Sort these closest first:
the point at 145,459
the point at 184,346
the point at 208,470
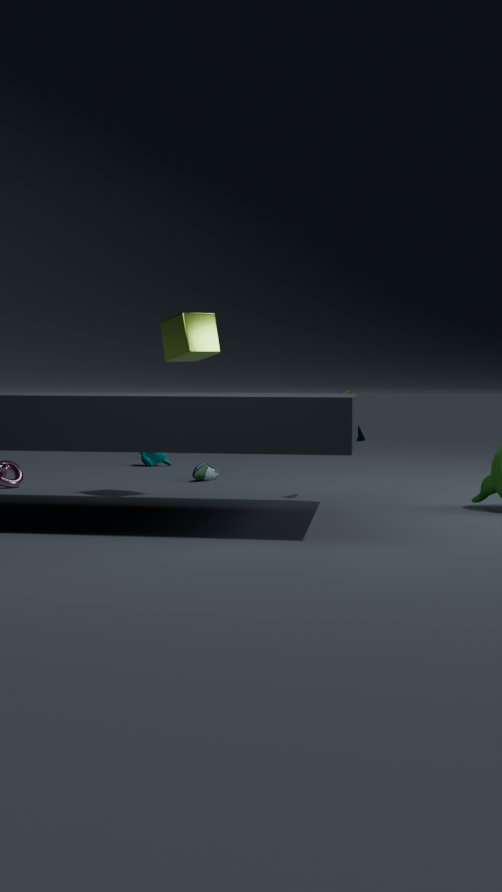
the point at 184,346, the point at 208,470, the point at 145,459
